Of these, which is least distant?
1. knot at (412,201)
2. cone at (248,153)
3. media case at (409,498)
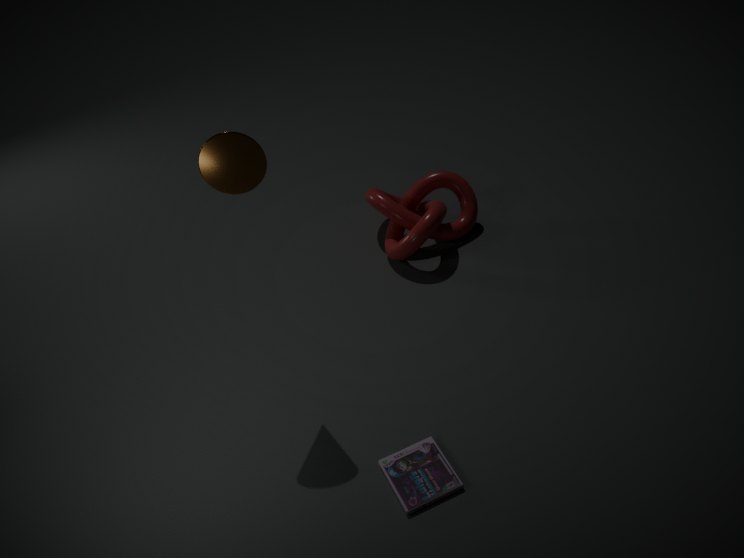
cone at (248,153)
